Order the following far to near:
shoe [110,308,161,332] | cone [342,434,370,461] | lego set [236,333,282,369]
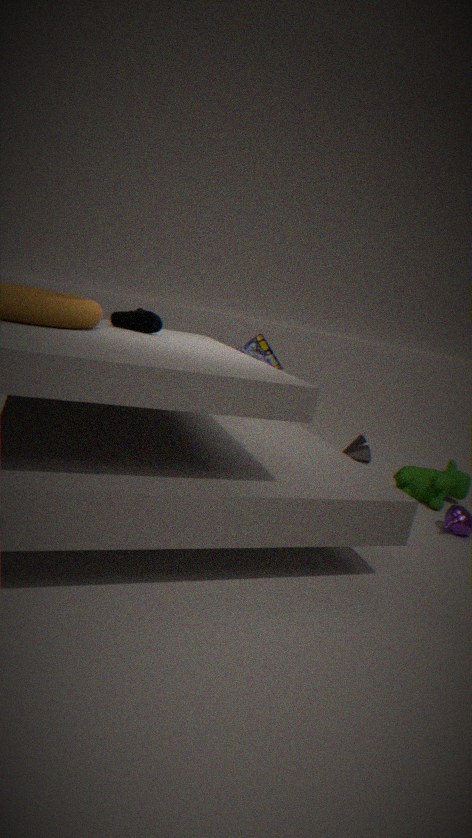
cone [342,434,370,461] → lego set [236,333,282,369] → shoe [110,308,161,332]
